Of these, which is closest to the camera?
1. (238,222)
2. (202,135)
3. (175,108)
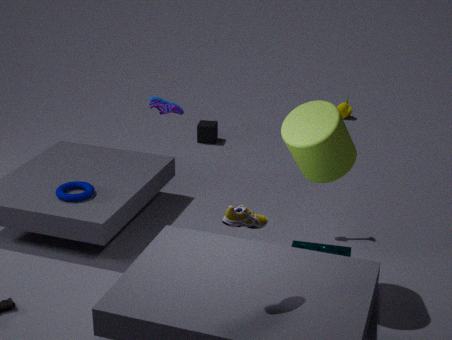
(238,222)
